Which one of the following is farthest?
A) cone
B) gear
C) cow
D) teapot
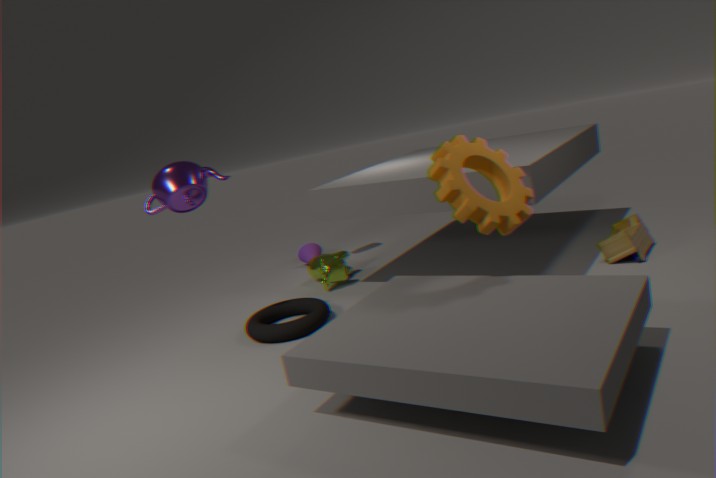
cone
